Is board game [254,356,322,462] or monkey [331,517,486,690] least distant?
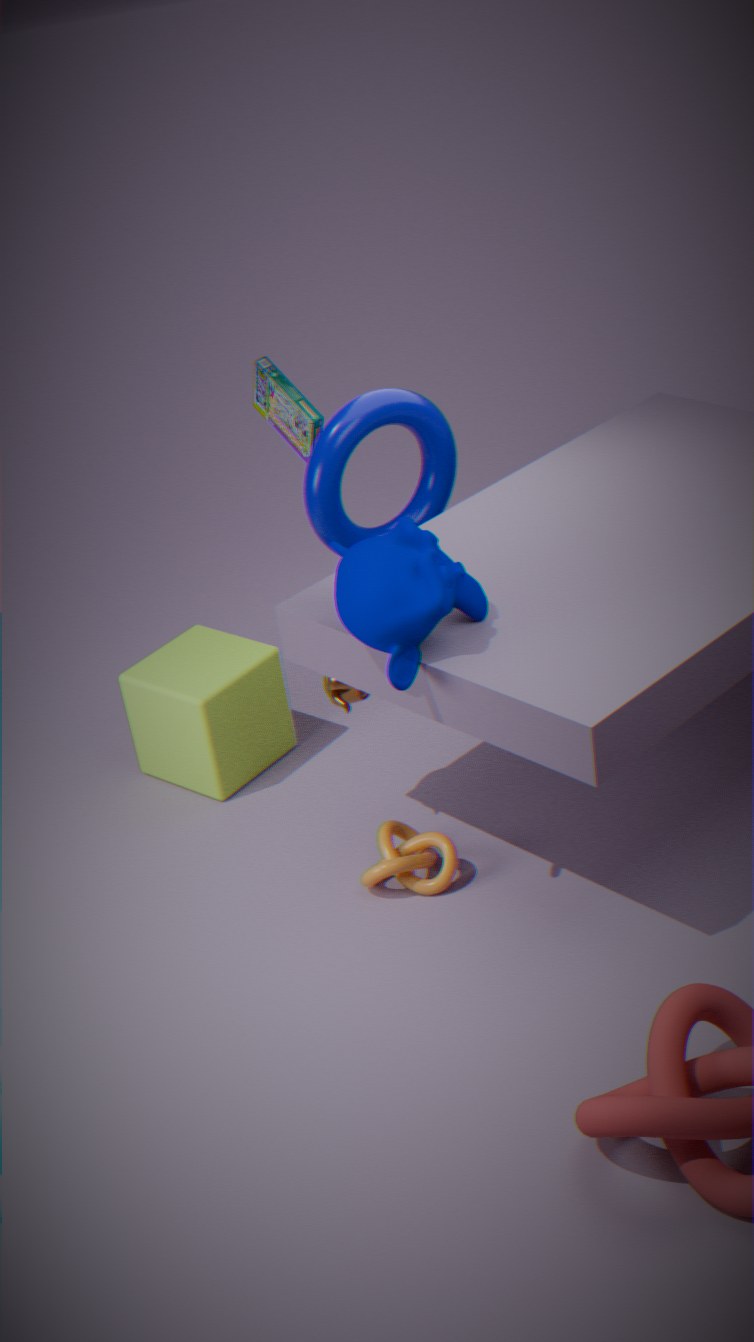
monkey [331,517,486,690]
